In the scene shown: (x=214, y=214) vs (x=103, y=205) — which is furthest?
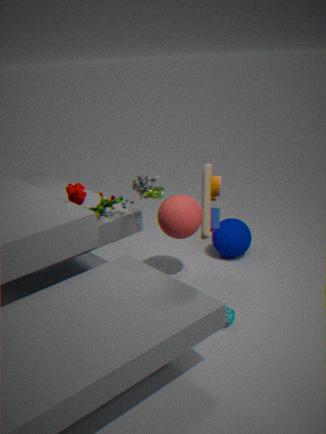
(x=103, y=205)
